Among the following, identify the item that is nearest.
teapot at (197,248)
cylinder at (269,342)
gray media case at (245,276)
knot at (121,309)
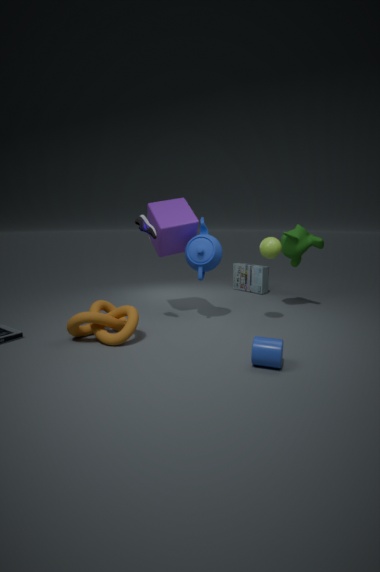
cylinder at (269,342)
